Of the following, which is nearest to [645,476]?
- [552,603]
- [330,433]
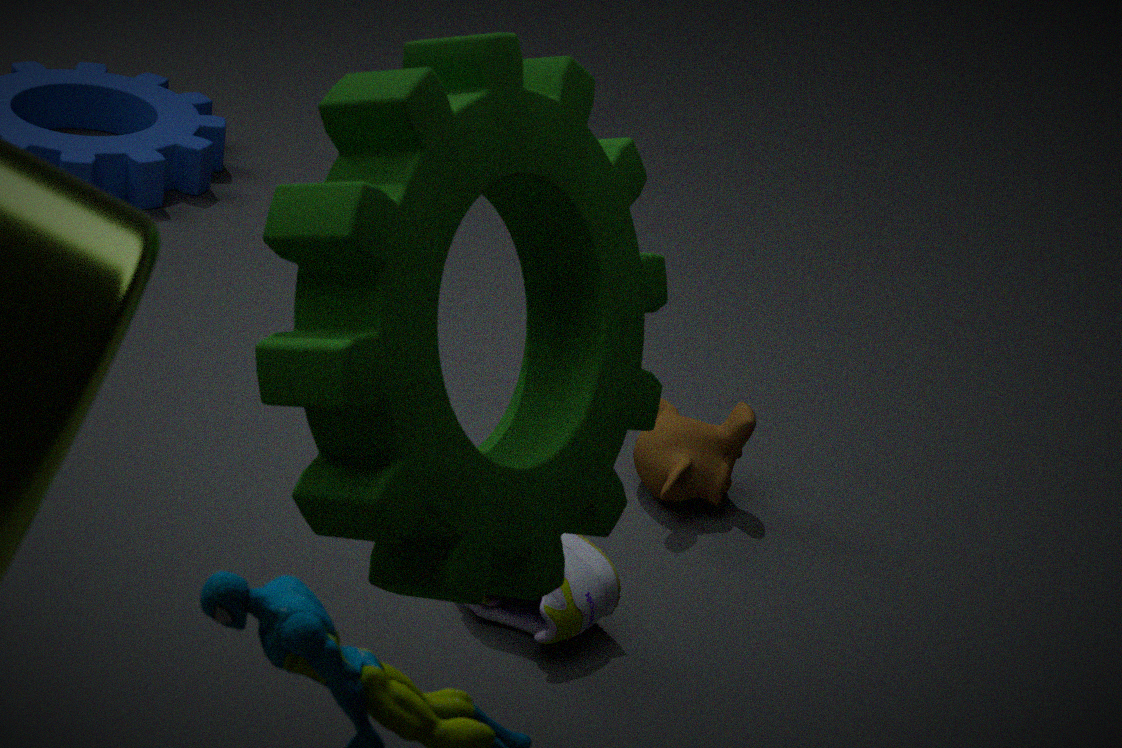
[552,603]
